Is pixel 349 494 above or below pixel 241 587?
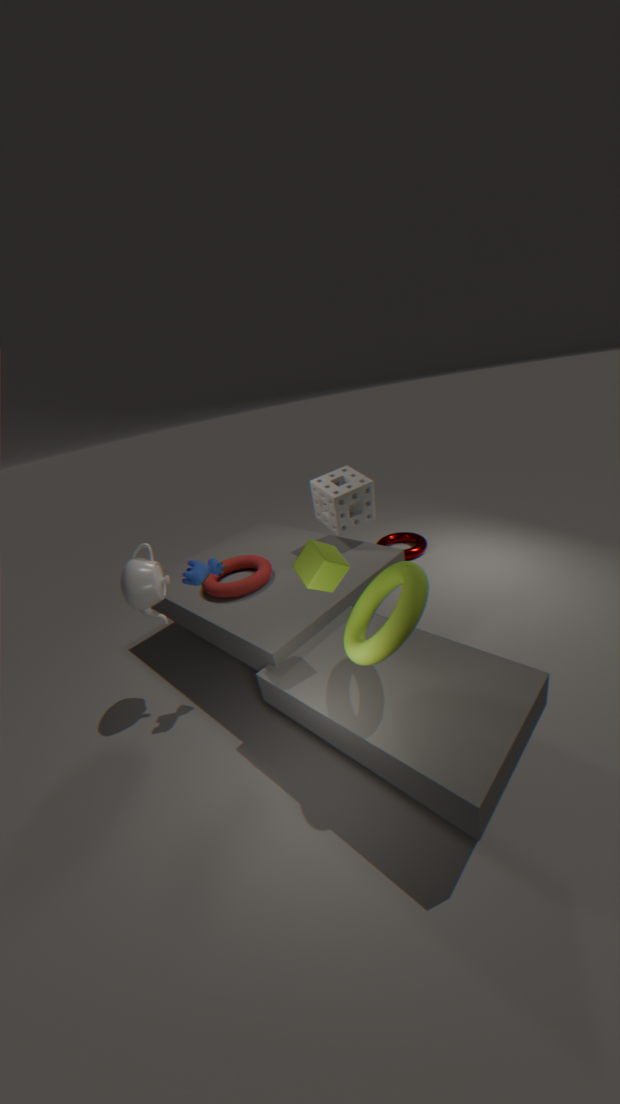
above
